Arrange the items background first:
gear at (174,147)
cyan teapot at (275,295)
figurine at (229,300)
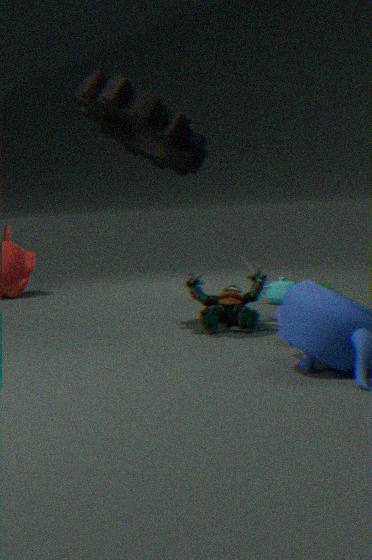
cyan teapot at (275,295)
figurine at (229,300)
gear at (174,147)
